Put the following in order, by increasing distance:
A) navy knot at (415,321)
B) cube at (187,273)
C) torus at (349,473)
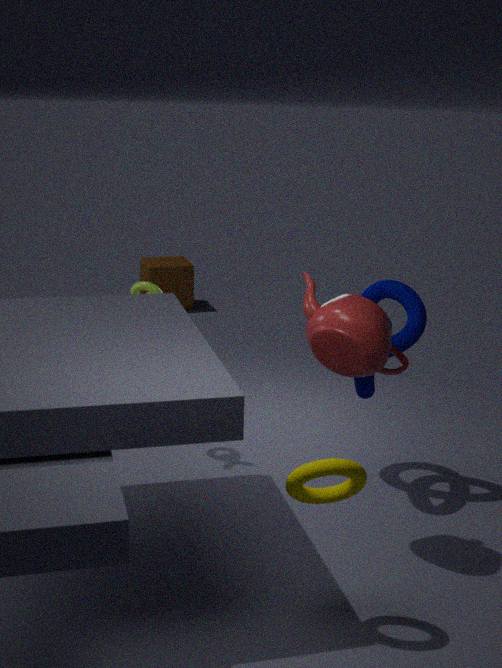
torus at (349,473) < navy knot at (415,321) < cube at (187,273)
